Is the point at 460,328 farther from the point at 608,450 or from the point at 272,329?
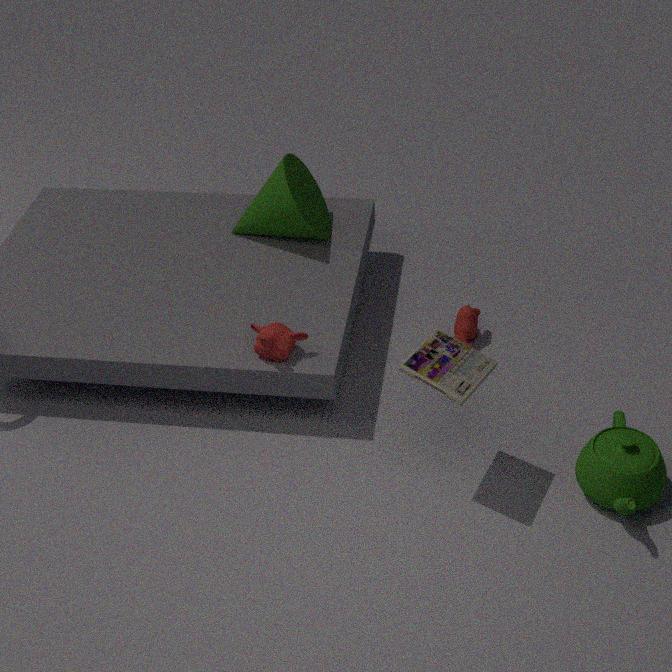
the point at 608,450
